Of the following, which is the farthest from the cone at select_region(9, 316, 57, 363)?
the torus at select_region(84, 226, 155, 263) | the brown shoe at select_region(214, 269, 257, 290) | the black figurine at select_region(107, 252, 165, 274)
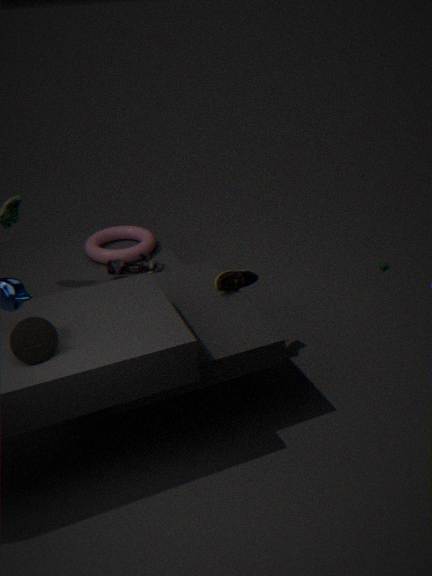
the torus at select_region(84, 226, 155, 263)
